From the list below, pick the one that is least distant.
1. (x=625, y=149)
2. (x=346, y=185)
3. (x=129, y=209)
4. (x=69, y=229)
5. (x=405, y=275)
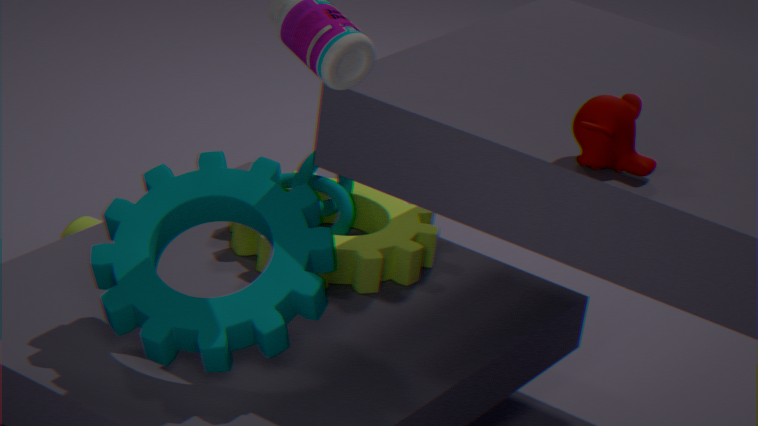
(x=625, y=149)
